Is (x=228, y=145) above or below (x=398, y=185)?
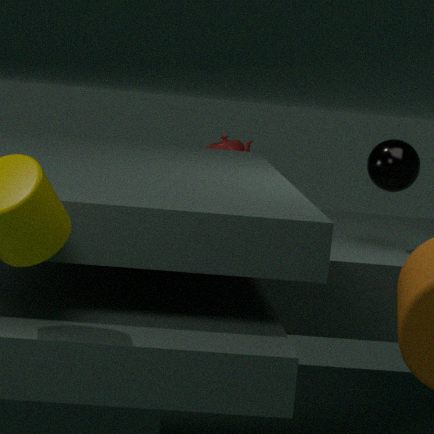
below
